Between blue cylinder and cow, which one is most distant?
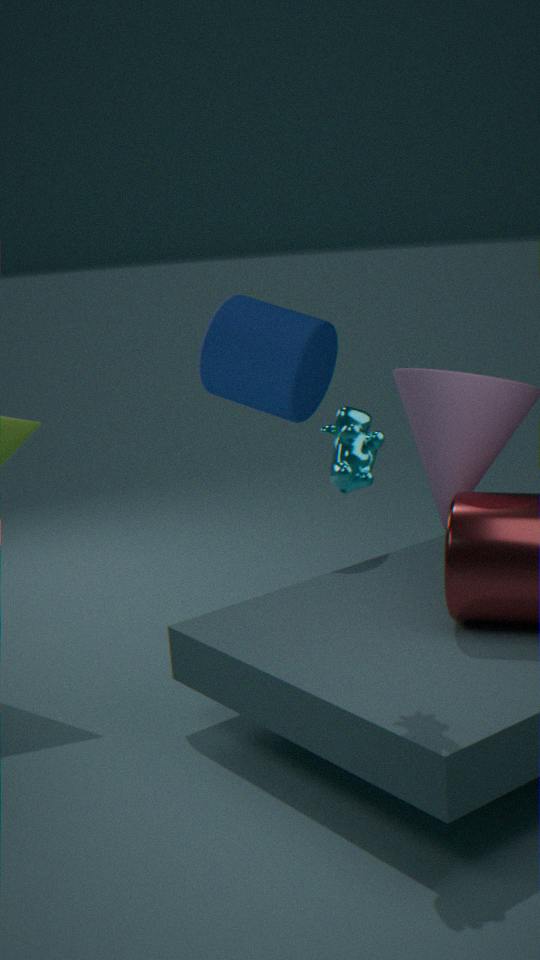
blue cylinder
